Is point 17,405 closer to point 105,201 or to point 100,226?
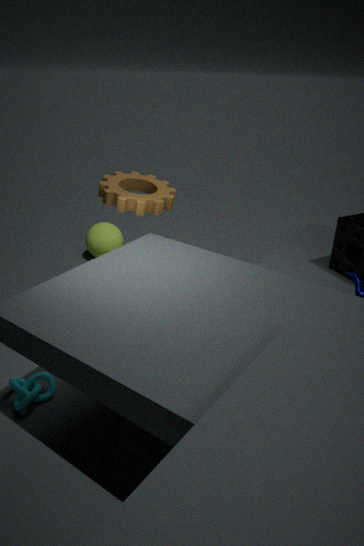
point 105,201
